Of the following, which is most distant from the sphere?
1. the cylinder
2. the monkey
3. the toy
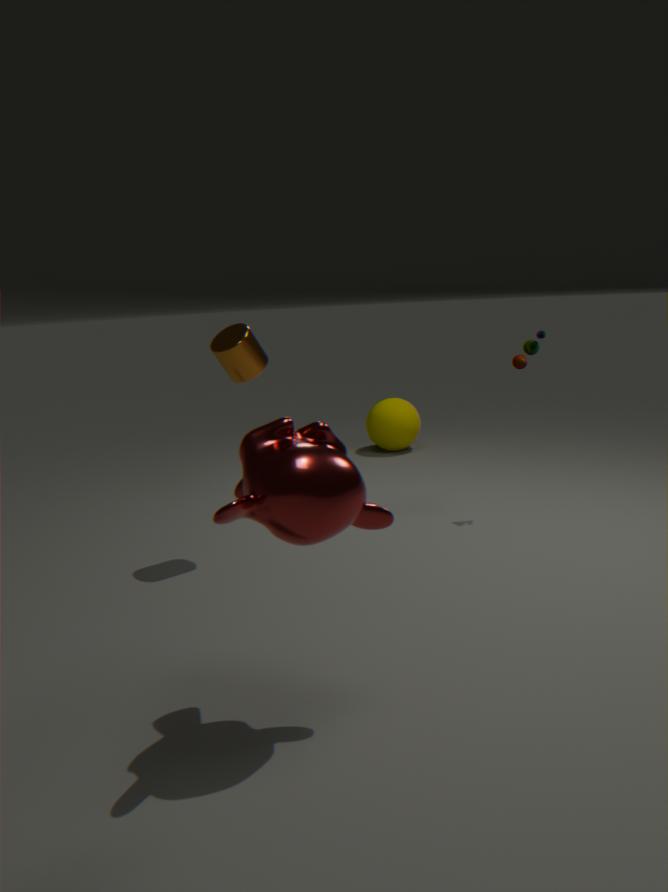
the monkey
